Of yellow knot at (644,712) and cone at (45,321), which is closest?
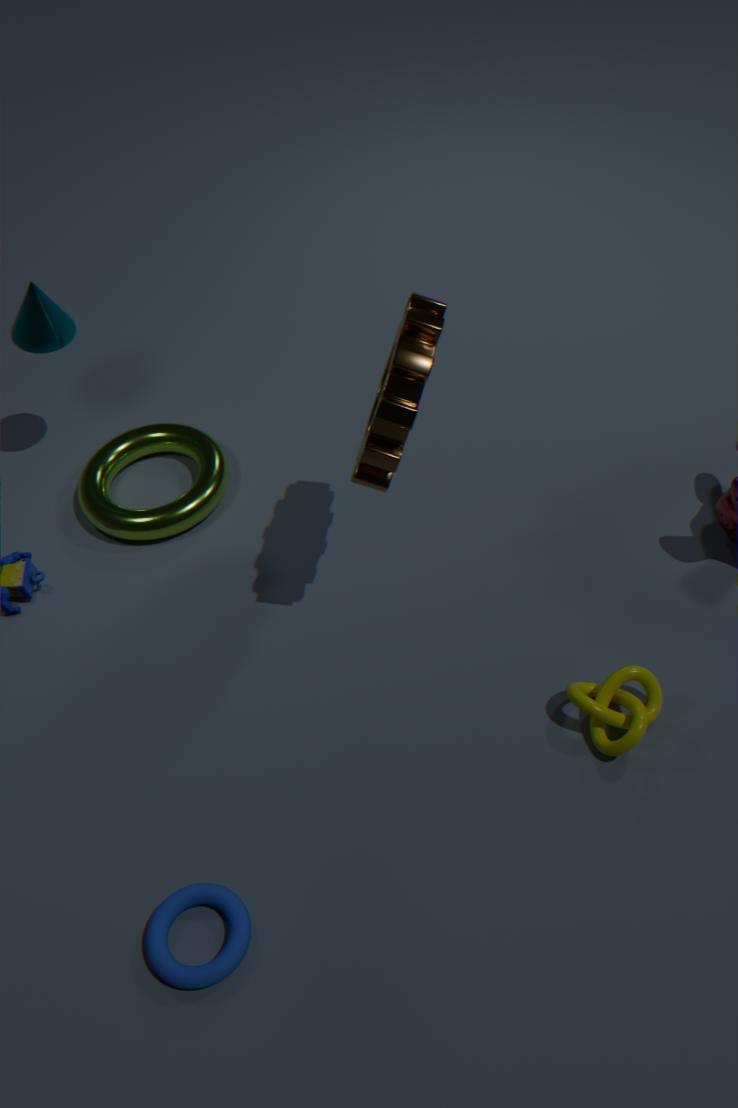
yellow knot at (644,712)
